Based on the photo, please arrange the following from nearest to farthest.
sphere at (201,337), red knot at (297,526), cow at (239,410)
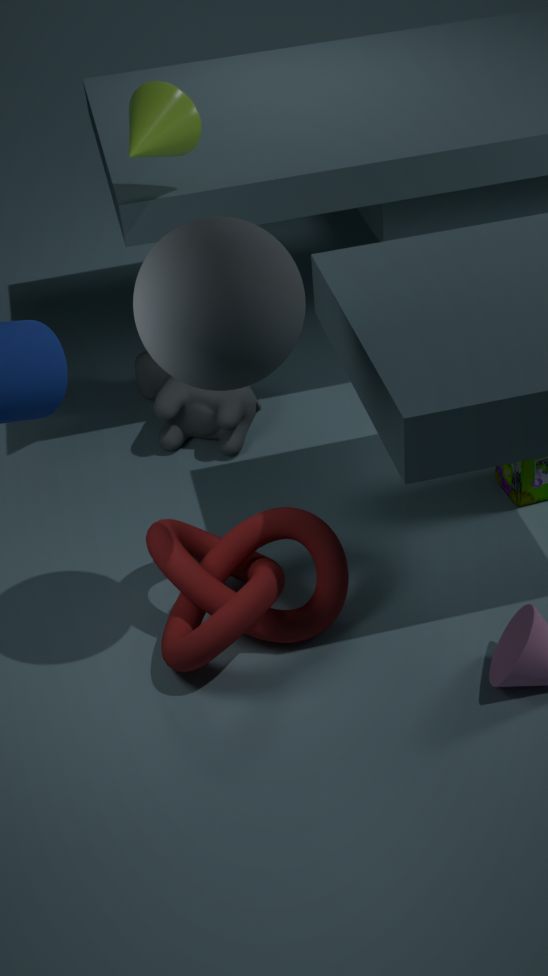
1. sphere at (201,337)
2. red knot at (297,526)
3. cow at (239,410)
